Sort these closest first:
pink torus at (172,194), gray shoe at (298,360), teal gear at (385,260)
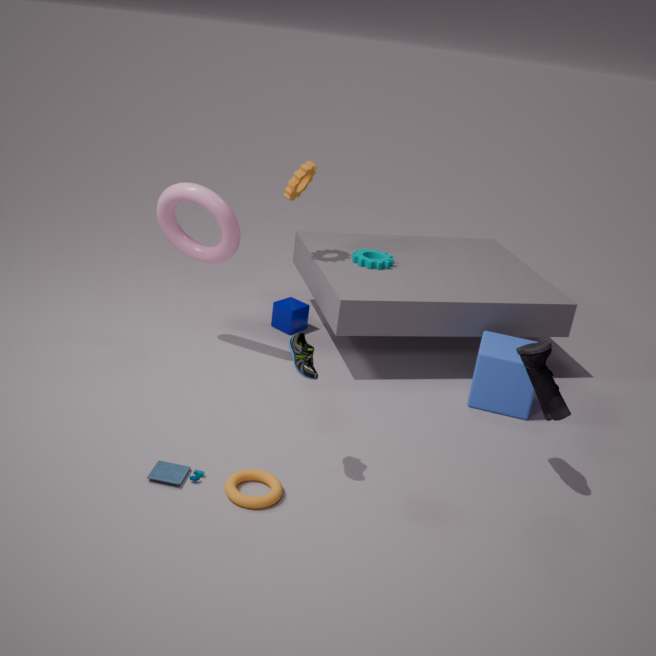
gray shoe at (298,360) < pink torus at (172,194) < teal gear at (385,260)
